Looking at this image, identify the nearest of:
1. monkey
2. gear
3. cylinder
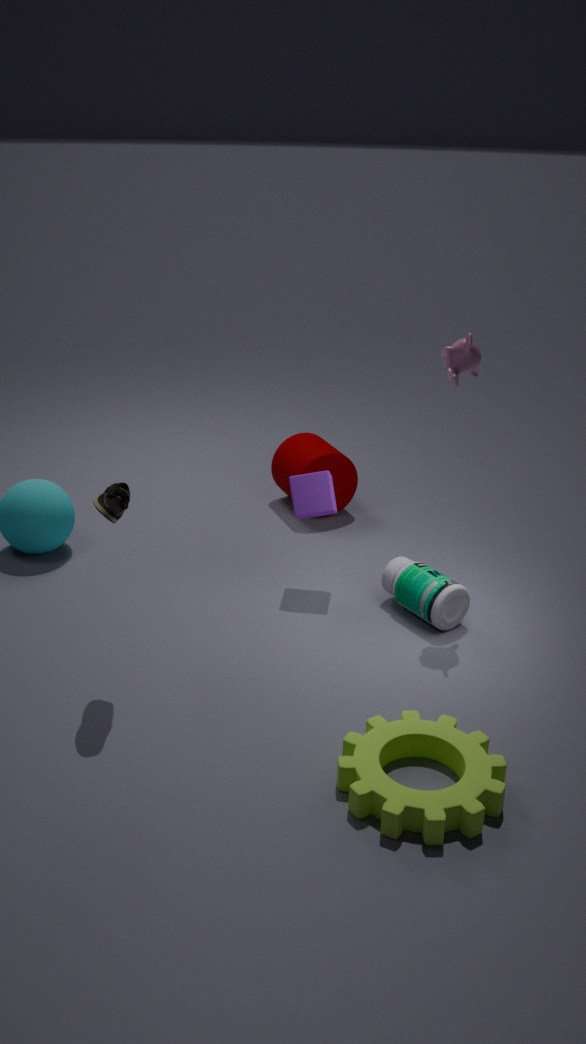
gear
